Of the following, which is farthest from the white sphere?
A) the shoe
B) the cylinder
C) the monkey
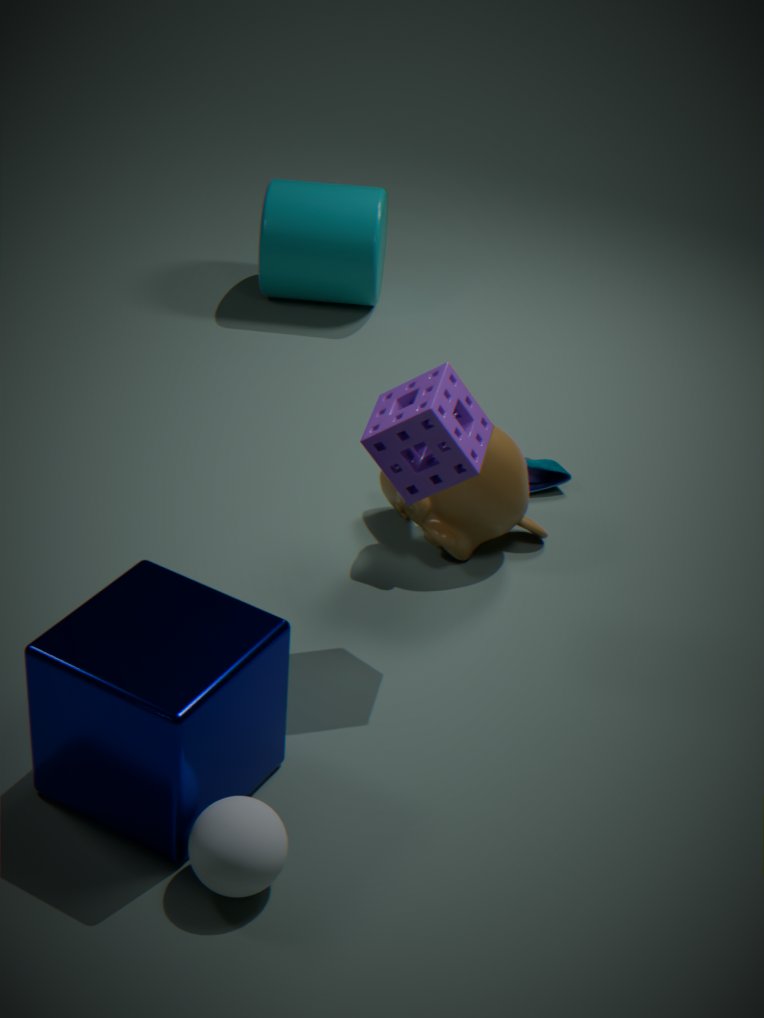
the cylinder
